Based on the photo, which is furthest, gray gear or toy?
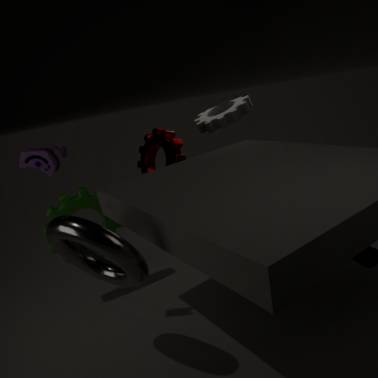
gray gear
